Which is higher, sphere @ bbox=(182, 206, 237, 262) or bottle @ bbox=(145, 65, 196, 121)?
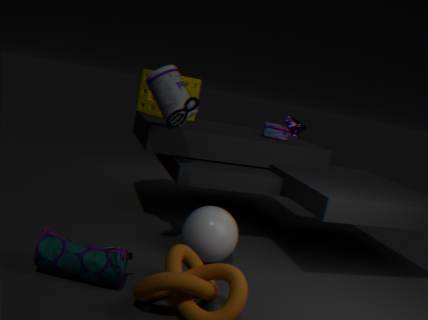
bottle @ bbox=(145, 65, 196, 121)
